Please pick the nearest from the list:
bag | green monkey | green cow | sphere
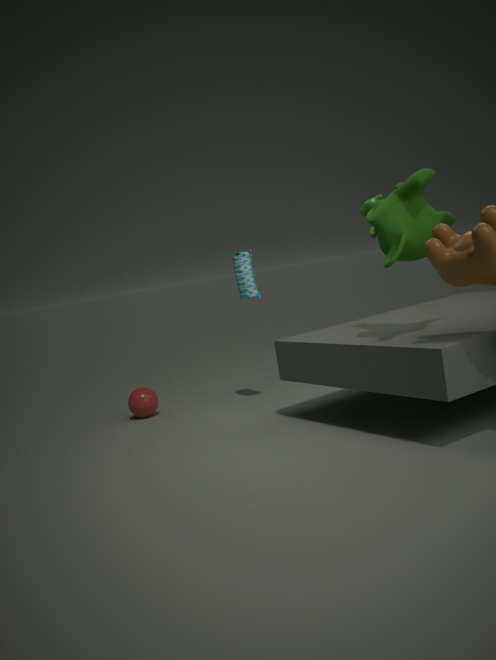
green monkey
